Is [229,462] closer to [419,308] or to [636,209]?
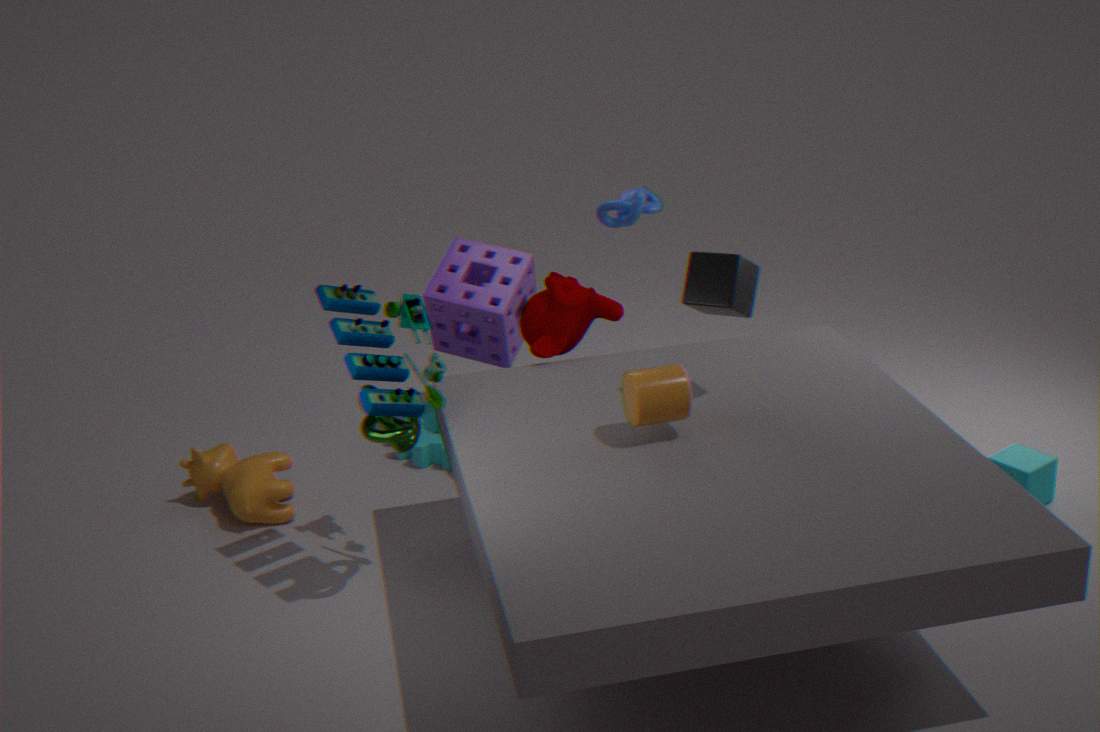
[419,308]
